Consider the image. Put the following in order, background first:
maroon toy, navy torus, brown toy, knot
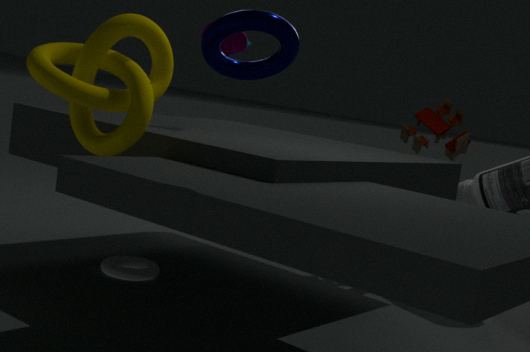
brown toy
maroon toy
knot
navy torus
